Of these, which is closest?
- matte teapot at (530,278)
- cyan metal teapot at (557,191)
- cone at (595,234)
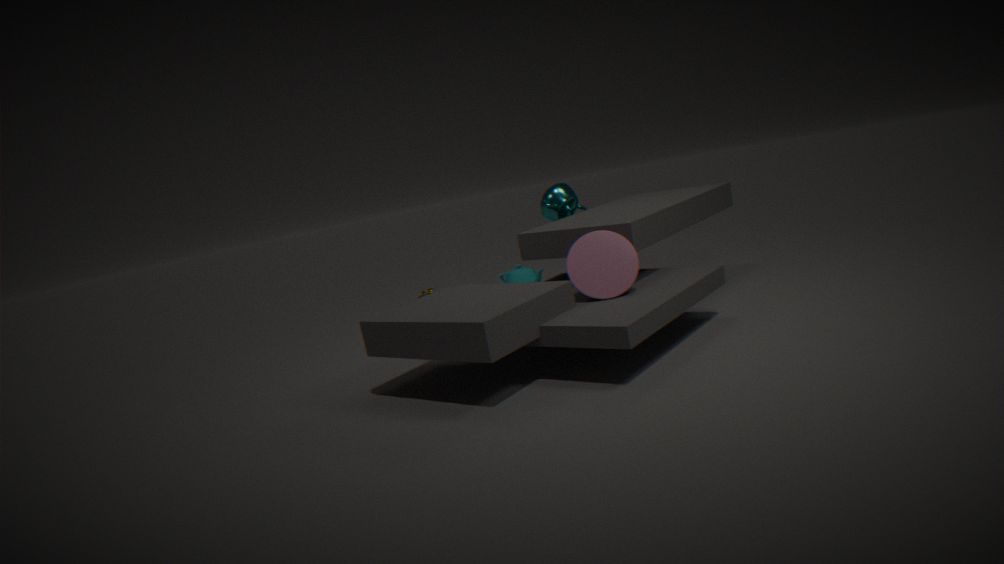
cone at (595,234)
